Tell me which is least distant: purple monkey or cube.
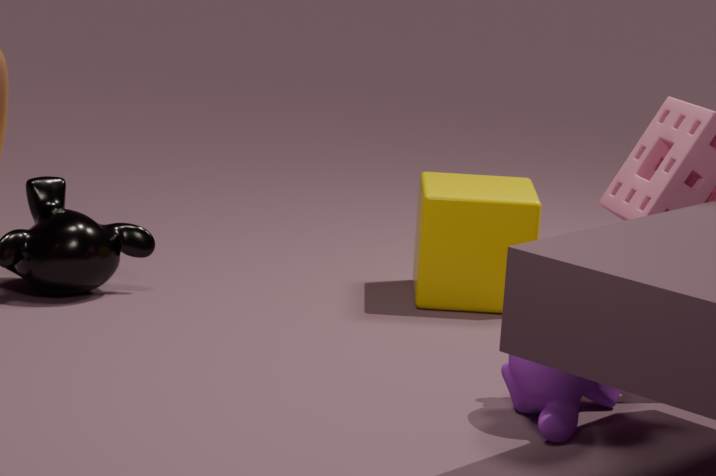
purple monkey
